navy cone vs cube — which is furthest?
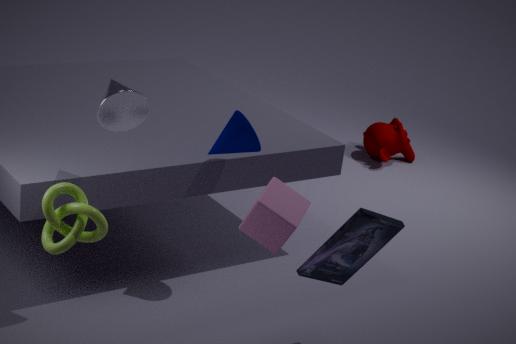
navy cone
